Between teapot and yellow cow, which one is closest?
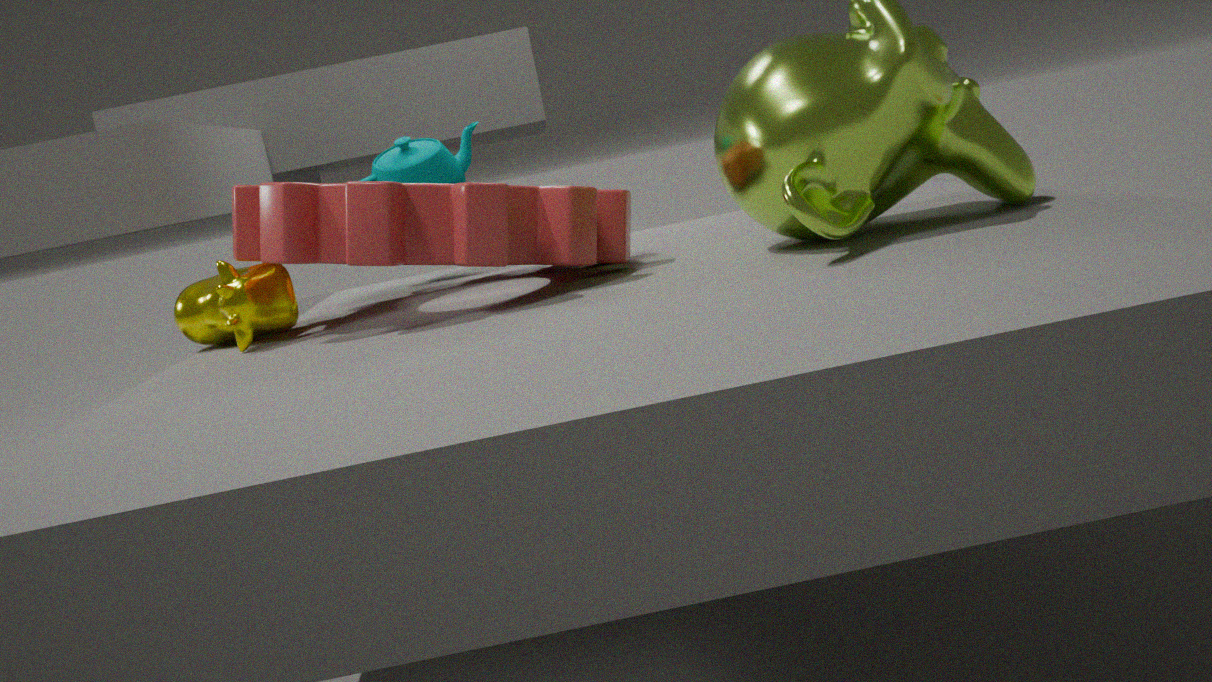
yellow cow
